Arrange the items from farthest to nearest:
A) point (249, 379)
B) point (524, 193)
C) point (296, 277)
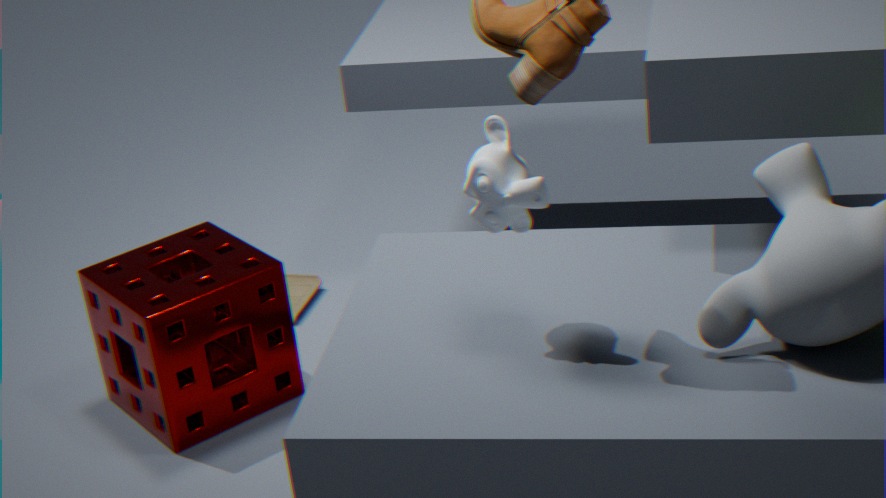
point (296, 277) → point (249, 379) → point (524, 193)
